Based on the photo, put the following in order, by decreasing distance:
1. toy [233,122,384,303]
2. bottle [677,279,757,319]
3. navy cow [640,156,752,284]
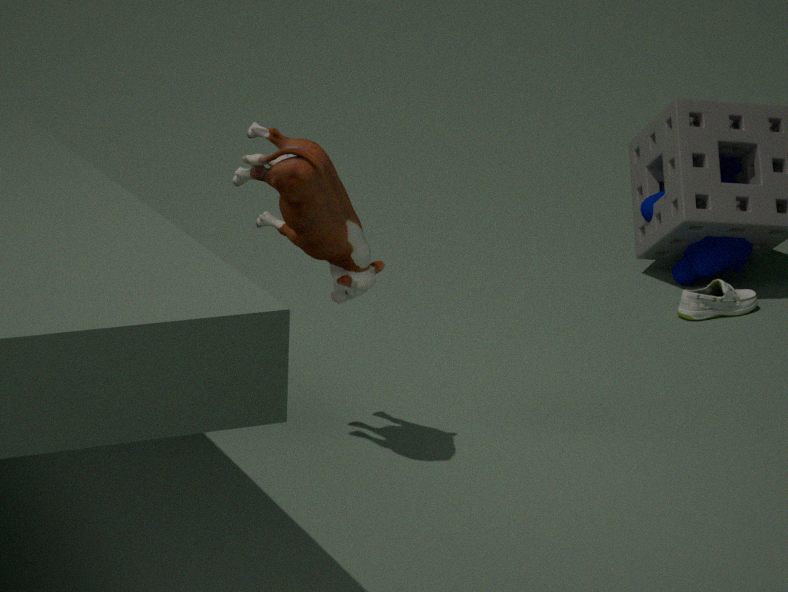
1. navy cow [640,156,752,284]
2. bottle [677,279,757,319]
3. toy [233,122,384,303]
